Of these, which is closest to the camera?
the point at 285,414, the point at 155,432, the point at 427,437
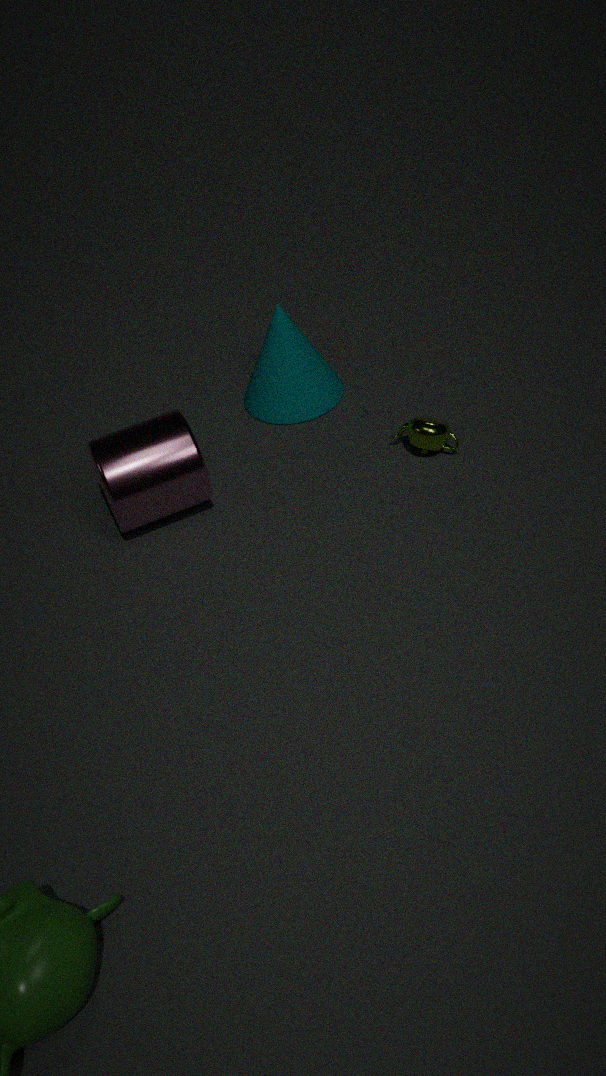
the point at 155,432
